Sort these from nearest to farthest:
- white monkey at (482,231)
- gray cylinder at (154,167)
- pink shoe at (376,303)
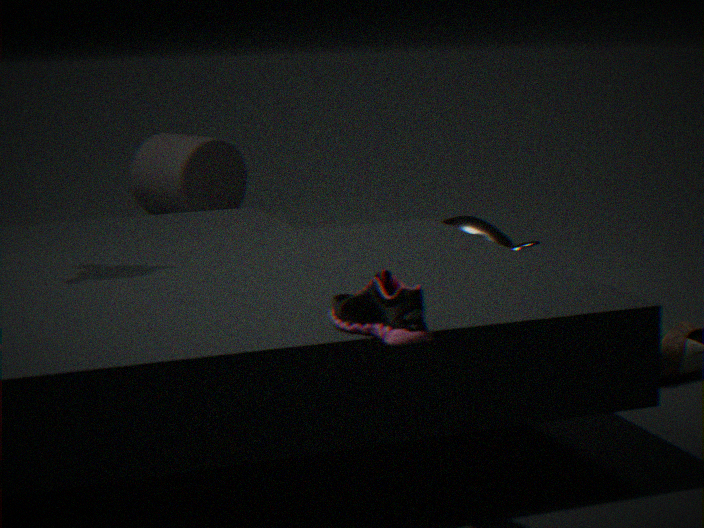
1. pink shoe at (376,303)
2. white monkey at (482,231)
3. gray cylinder at (154,167)
